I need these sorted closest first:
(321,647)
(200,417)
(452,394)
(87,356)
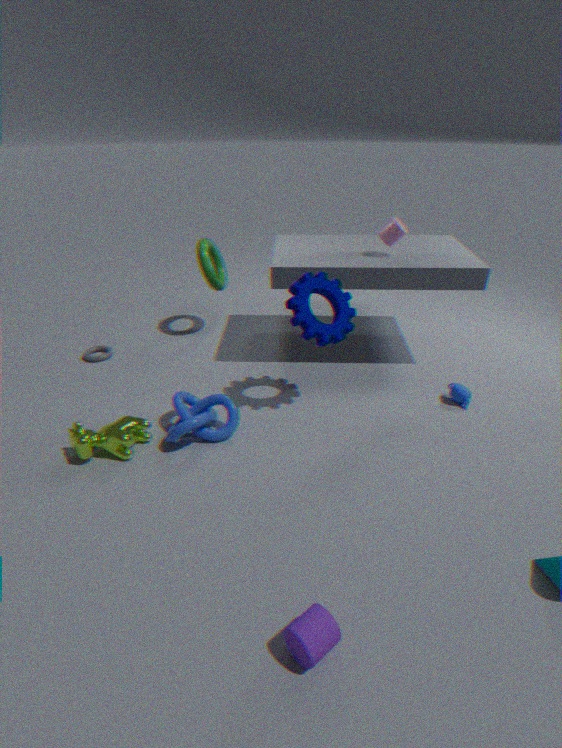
(321,647) → (200,417) → (452,394) → (87,356)
